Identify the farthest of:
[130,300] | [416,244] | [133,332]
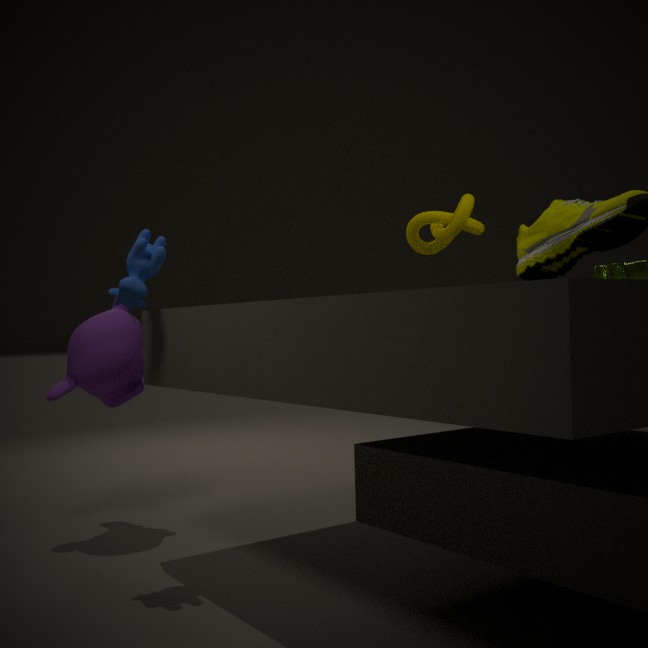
[133,332]
